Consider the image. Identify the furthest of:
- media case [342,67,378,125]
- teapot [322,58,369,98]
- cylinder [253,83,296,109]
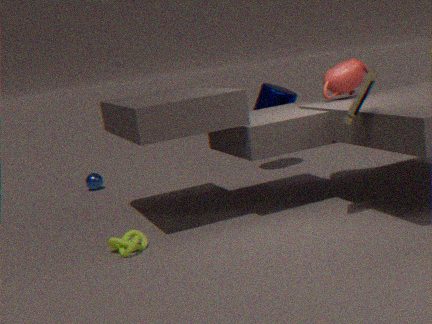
cylinder [253,83,296,109]
